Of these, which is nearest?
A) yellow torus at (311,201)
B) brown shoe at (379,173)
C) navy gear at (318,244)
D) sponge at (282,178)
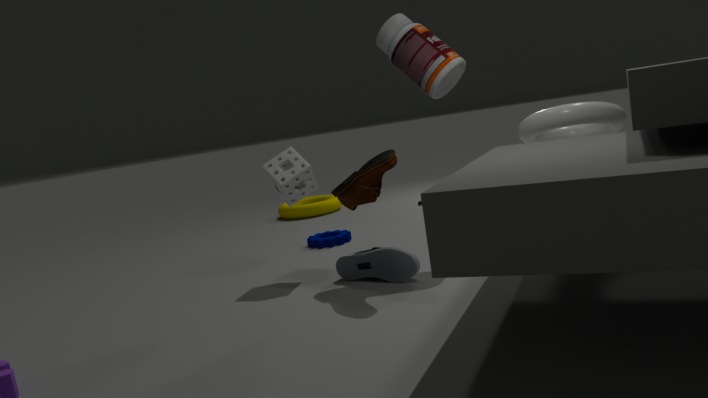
brown shoe at (379,173)
